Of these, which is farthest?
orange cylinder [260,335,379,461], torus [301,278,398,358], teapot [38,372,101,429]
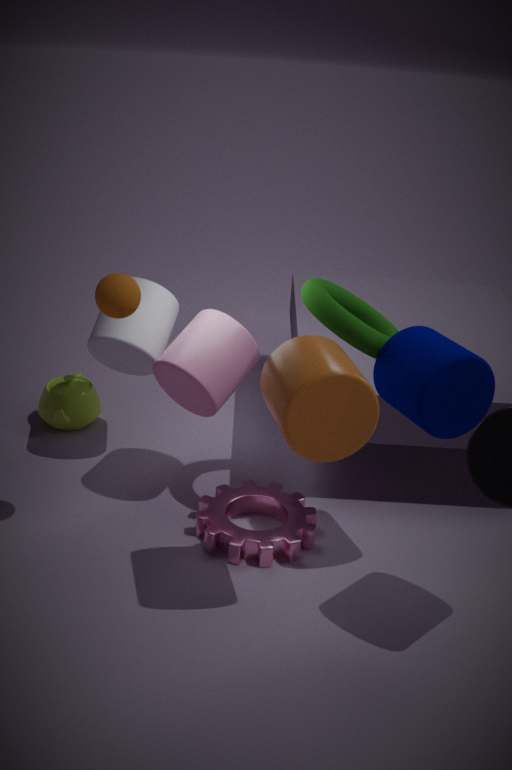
teapot [38,372,101,429]
